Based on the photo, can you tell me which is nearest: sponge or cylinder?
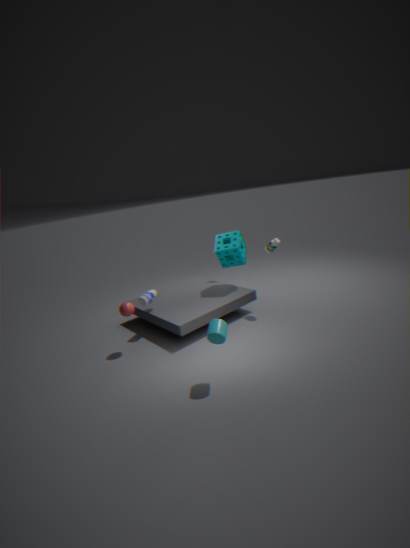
cylinder
